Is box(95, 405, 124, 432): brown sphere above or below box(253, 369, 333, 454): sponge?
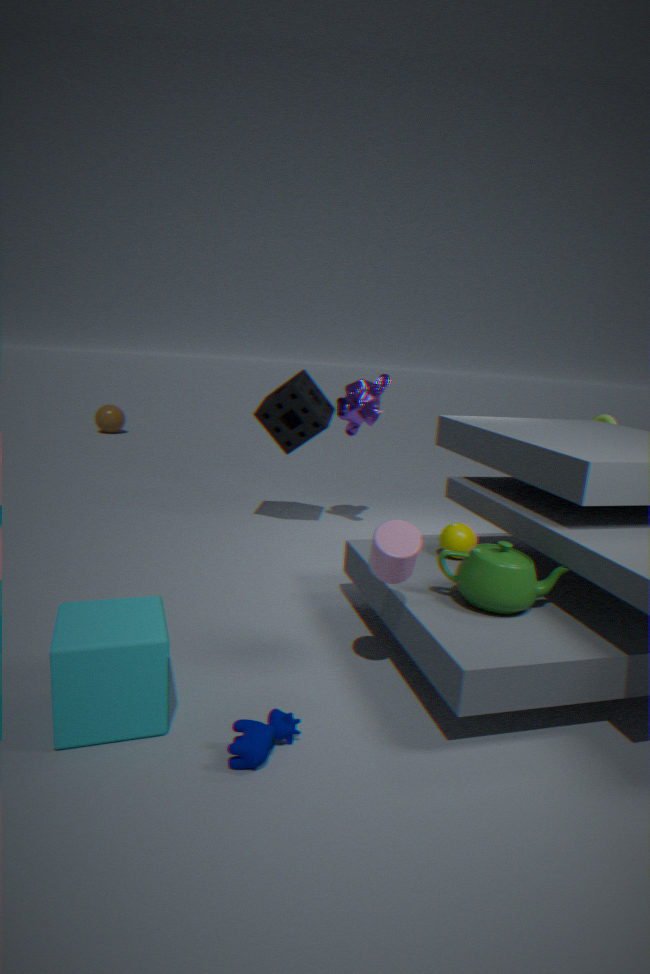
below
